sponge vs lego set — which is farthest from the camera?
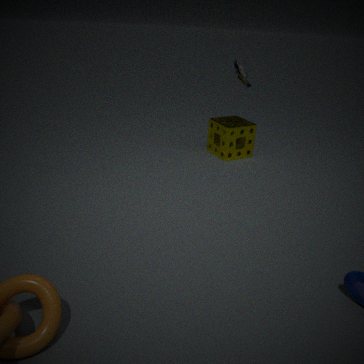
sponge
